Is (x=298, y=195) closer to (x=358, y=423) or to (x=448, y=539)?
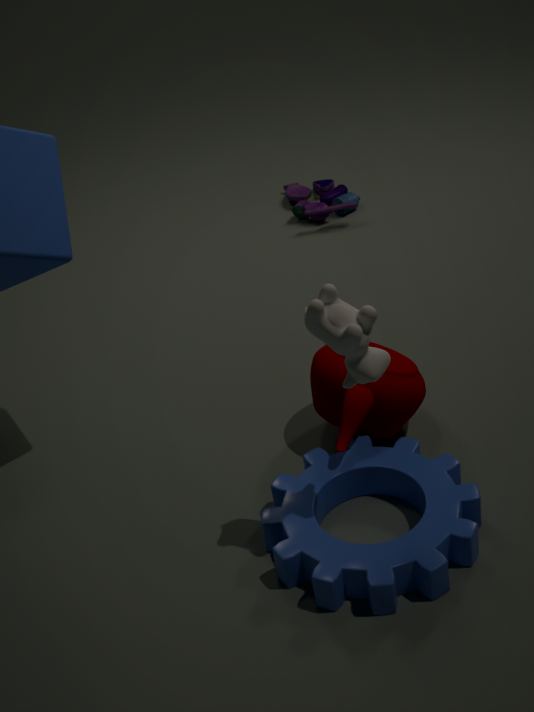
(x=358, y=423)
